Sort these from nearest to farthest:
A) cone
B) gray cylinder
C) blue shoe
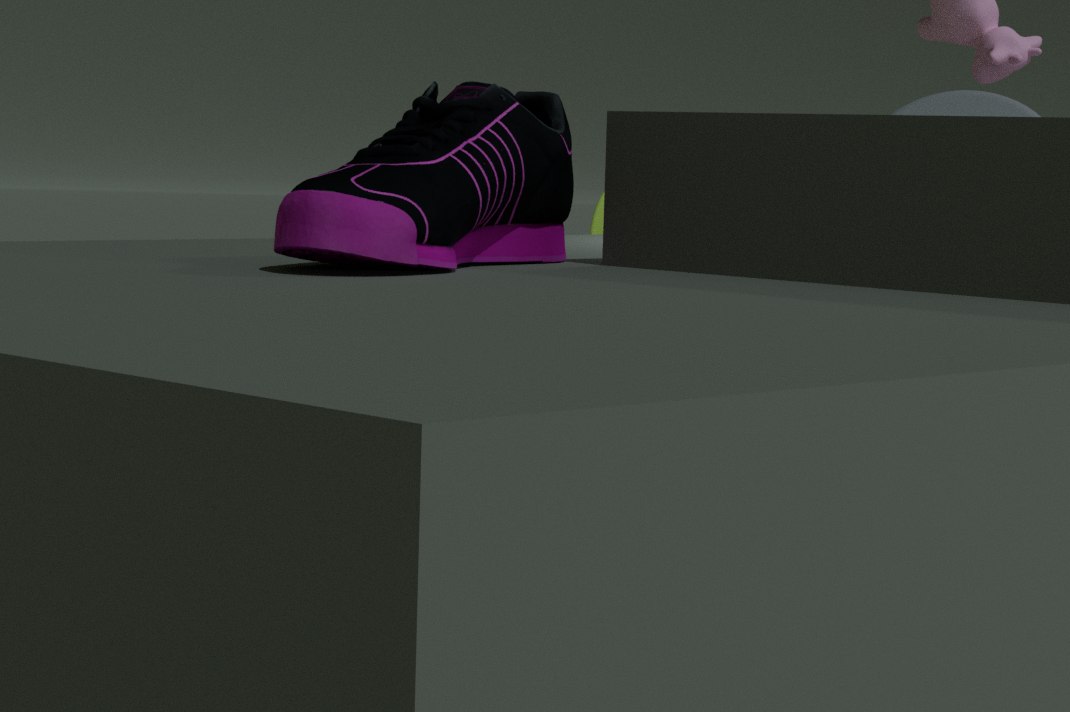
blue shoe, cone, gray cylinder
